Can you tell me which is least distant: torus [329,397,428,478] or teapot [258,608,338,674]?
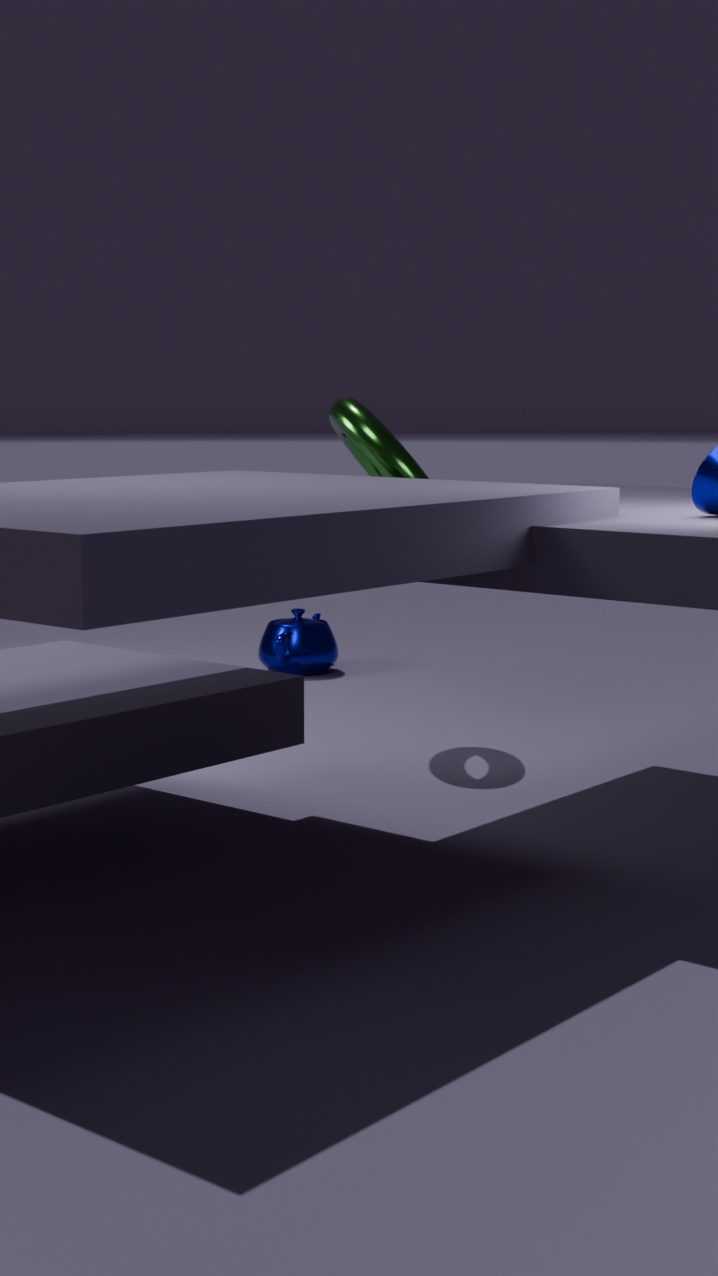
torus [329,397,428,478]
